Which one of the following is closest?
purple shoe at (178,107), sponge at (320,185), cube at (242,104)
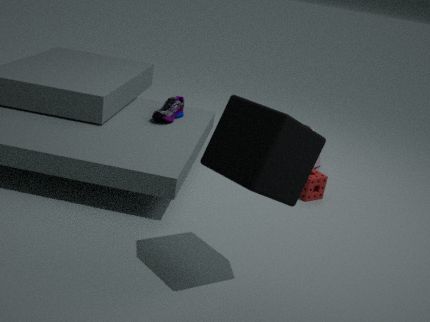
cube at (242,104)
